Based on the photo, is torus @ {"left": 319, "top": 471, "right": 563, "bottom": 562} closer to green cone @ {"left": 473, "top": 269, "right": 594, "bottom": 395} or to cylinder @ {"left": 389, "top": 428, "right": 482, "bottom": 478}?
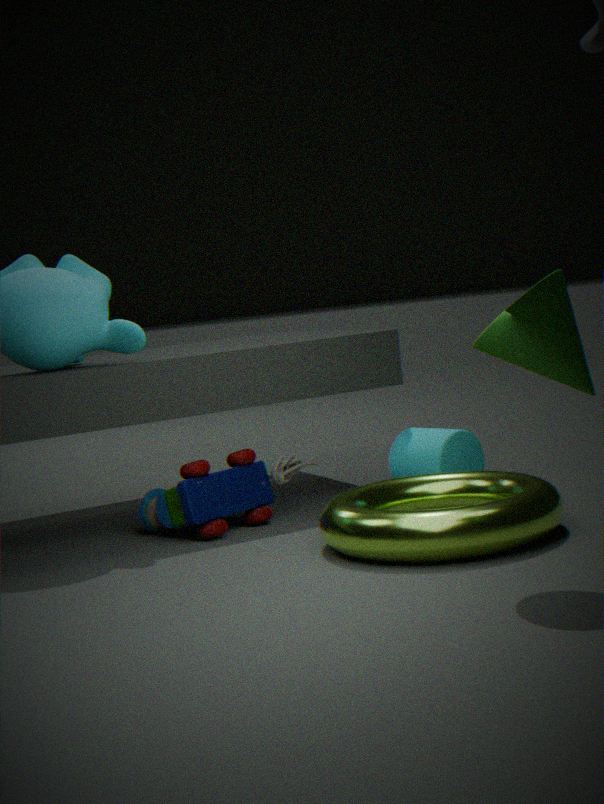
cylinder @ {"left": 389, "top": 428, "right": 482, "bottom": 478}
